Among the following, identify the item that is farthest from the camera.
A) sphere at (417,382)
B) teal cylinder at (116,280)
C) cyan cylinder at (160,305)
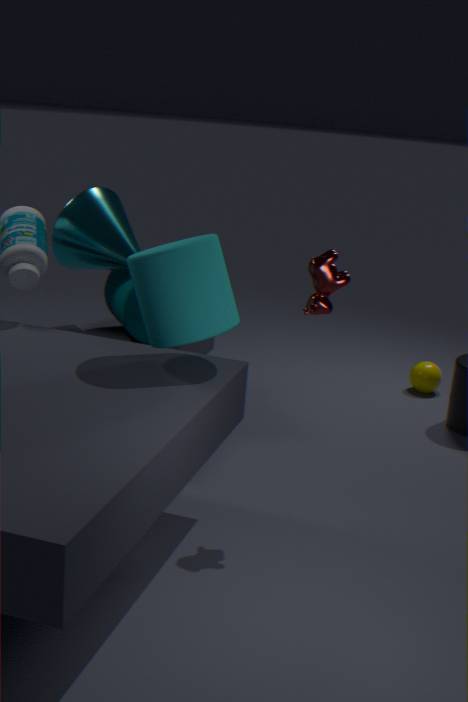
A. sphere at (417,382)
